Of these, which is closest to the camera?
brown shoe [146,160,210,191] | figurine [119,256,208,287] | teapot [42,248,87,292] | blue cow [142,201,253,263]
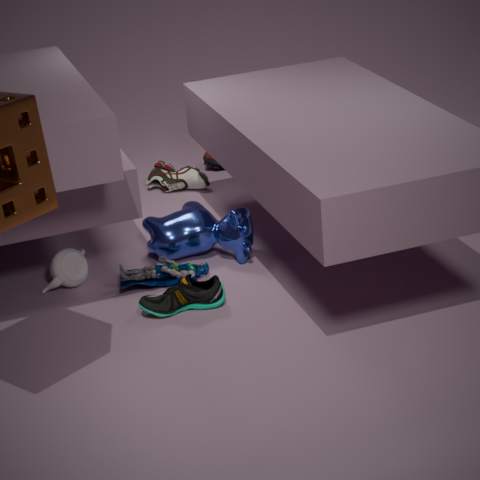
figurine [119,256,208,287]
